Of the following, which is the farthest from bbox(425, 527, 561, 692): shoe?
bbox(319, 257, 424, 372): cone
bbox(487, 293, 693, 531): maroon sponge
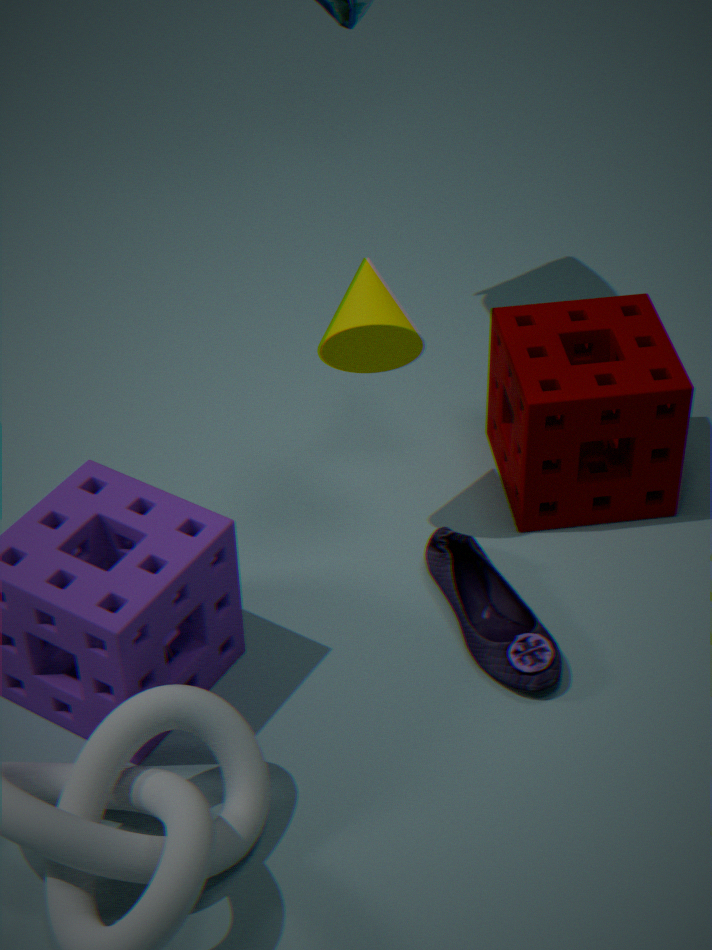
bbox(319, 257, 424, 372): cone
